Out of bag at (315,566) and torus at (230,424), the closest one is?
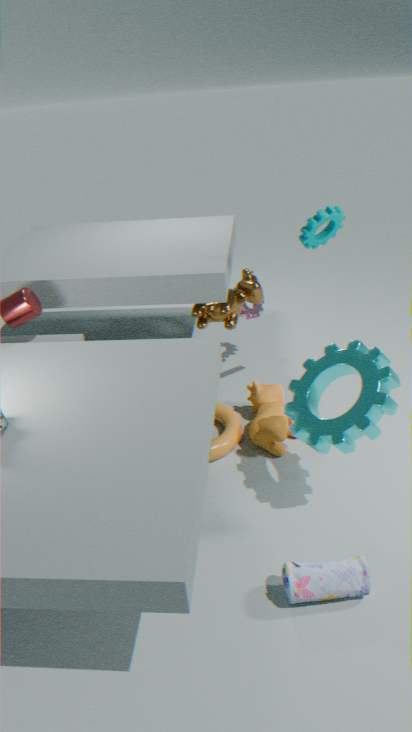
bag at (315,566)
